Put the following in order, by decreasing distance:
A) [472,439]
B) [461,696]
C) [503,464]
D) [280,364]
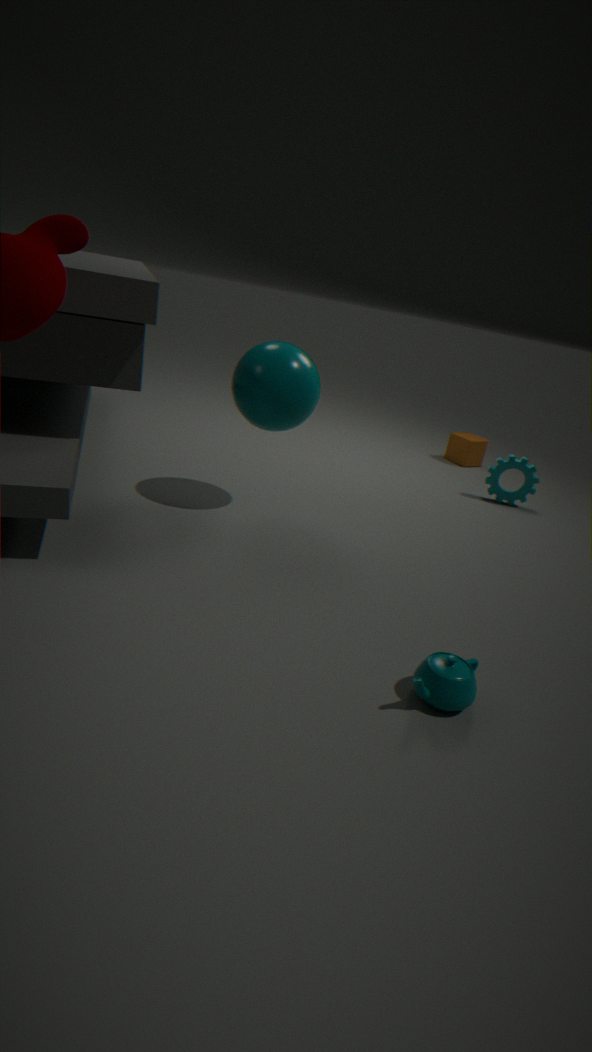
1. [472,439]
2. [503,464]
3. [280,364]
4. [461,696]
